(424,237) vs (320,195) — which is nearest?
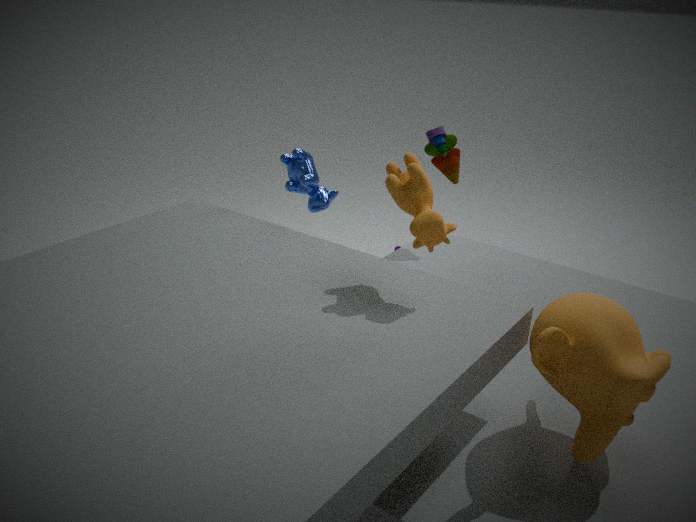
(424,237)
